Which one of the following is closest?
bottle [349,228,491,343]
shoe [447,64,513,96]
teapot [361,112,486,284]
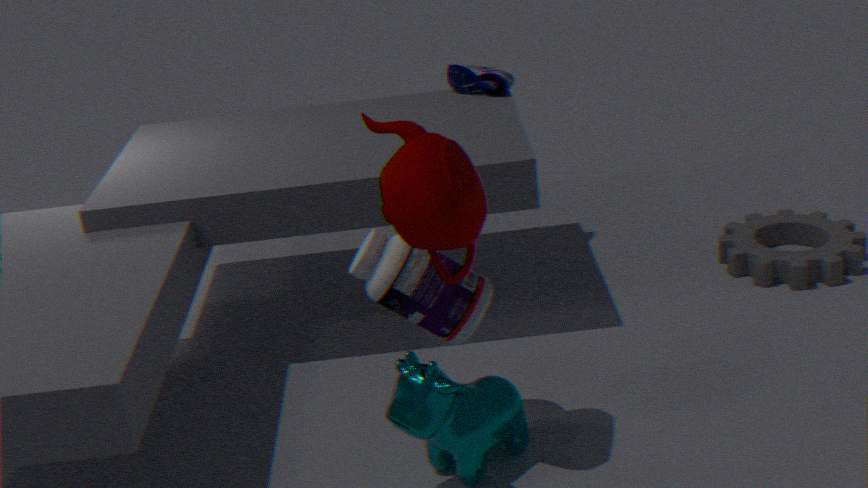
teapot [361,112,486,284]
